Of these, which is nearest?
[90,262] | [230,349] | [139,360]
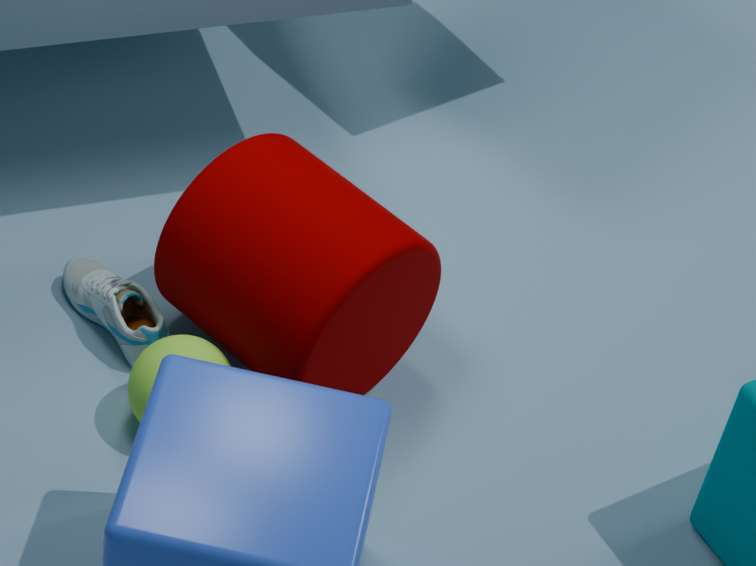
[139,360]
